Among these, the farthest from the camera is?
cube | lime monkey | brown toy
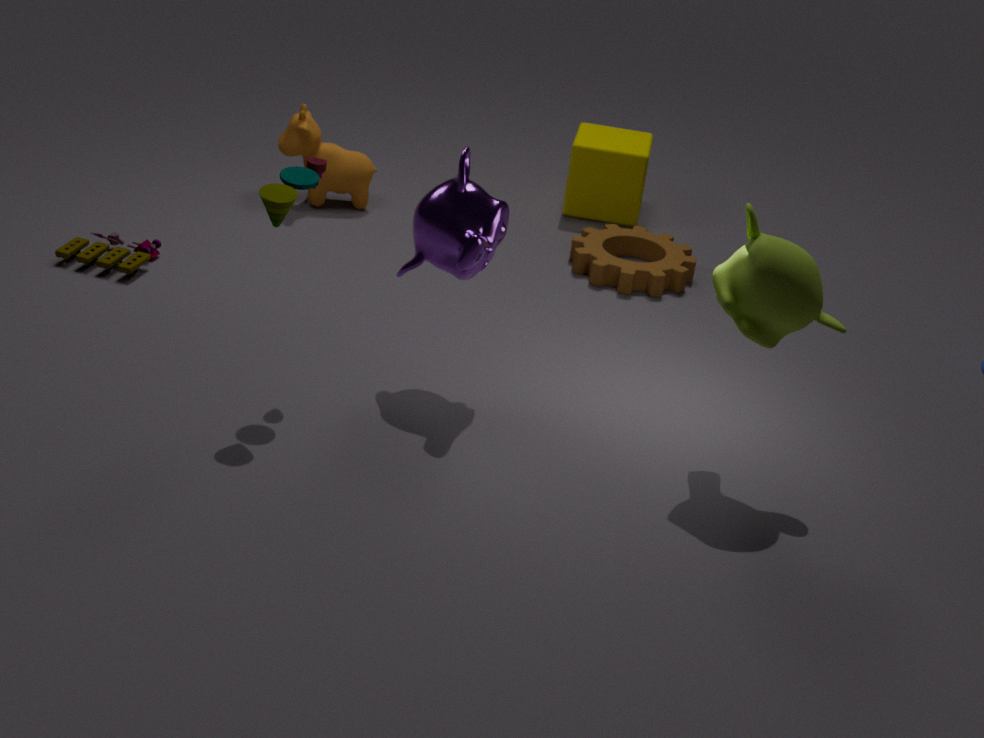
cube
